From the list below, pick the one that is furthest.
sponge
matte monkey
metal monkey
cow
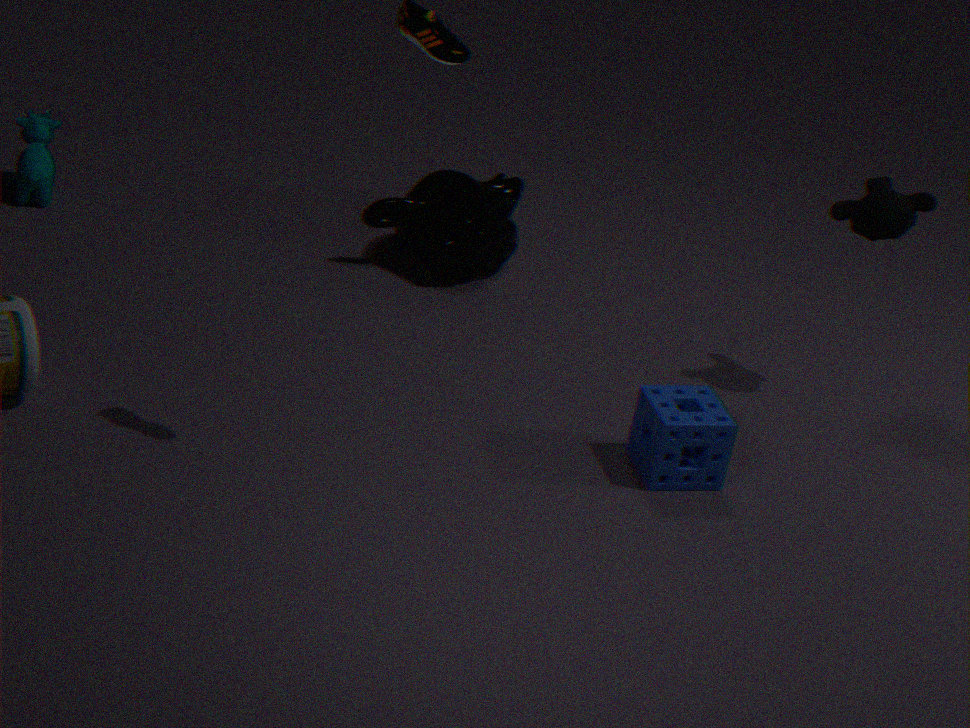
cow
